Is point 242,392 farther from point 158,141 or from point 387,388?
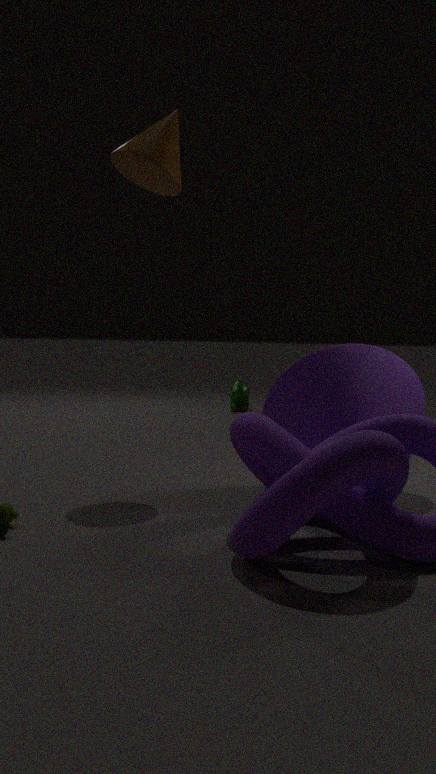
point 387,388
